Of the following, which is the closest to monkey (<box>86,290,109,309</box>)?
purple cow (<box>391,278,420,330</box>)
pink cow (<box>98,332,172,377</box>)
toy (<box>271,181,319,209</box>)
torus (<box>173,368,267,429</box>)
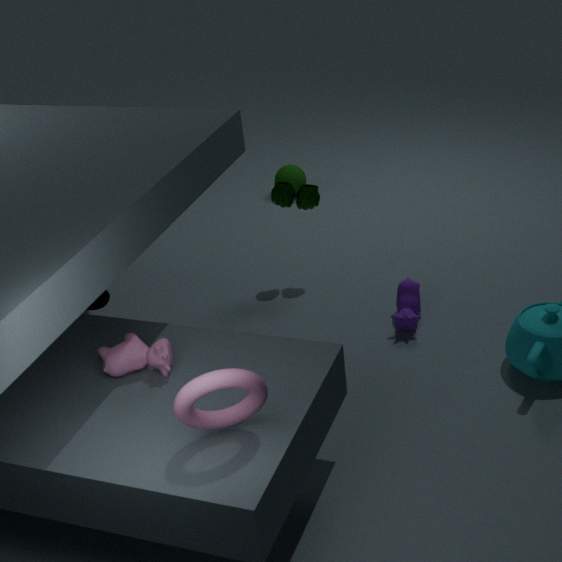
toy (<box>271,181,319,209</box>)
